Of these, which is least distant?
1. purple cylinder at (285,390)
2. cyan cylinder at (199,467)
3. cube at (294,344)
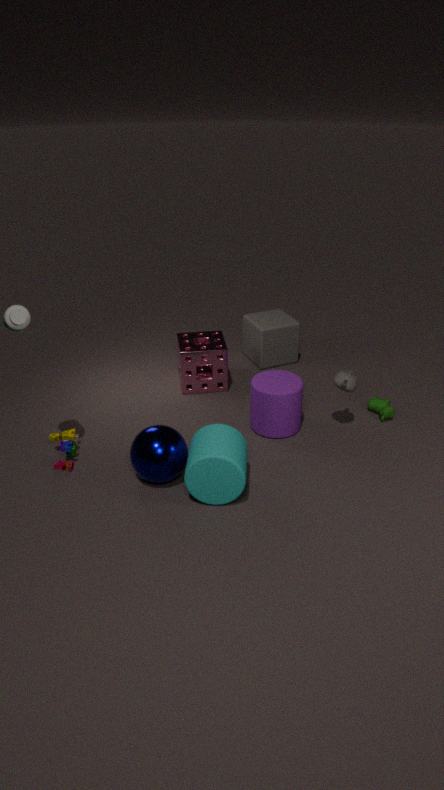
cyan cylinder at (199,467)
